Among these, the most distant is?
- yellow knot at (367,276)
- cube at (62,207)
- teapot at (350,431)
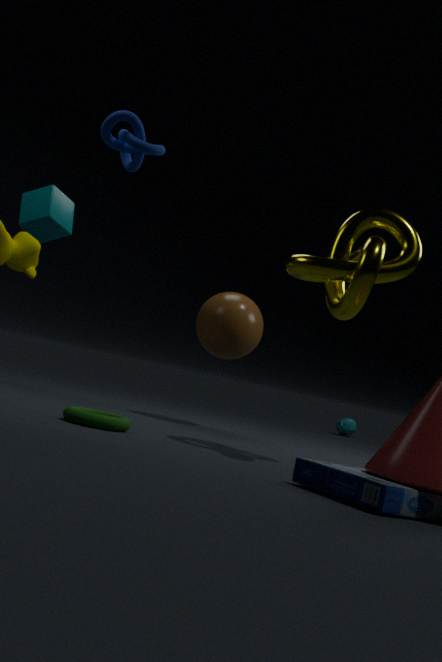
teapot at (350,431)
